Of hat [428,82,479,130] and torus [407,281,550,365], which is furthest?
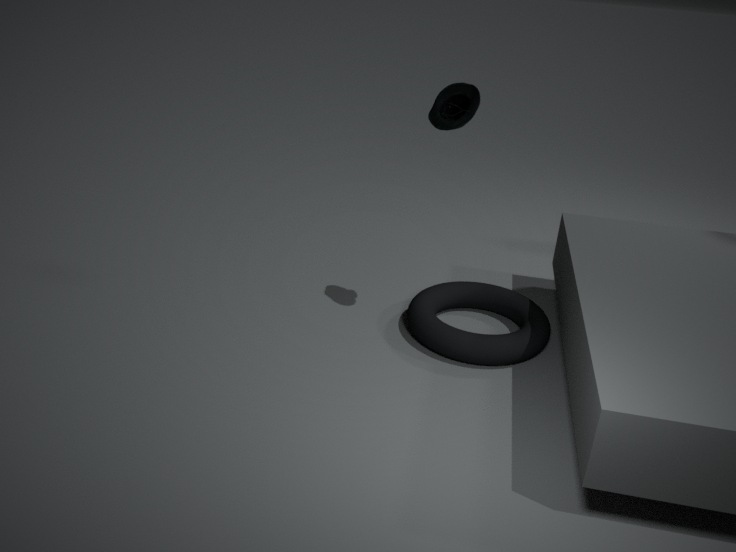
torus [407,281,550,365]
